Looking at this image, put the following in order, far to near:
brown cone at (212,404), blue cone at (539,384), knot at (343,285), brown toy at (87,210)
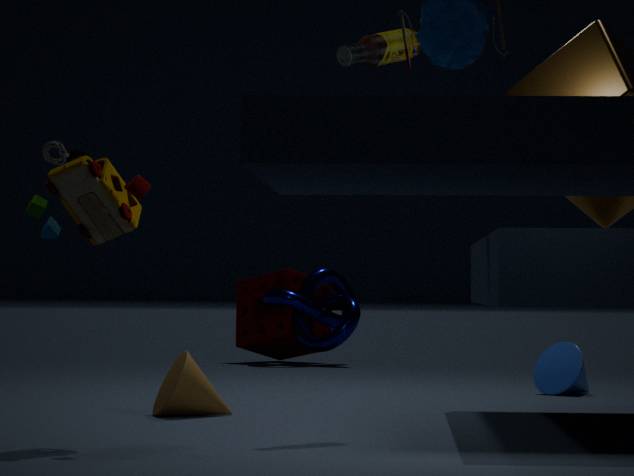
knot at (343,285), blue cone at (539,384), brown cone at (212,404), brown toy at (87,210)
